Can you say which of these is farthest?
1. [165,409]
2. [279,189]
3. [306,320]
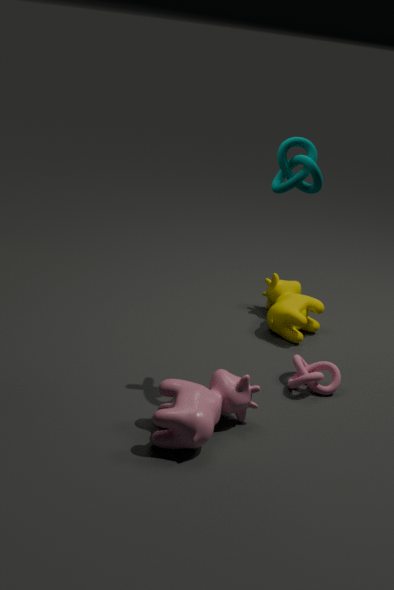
[306,320]
